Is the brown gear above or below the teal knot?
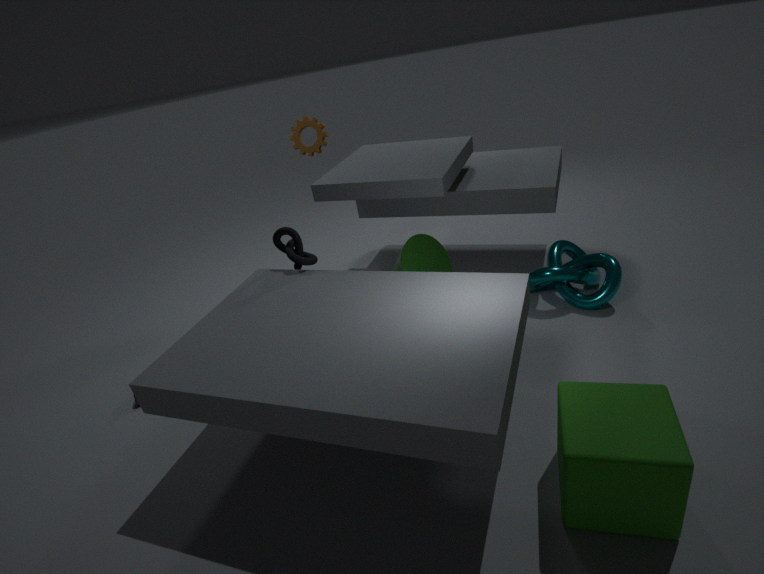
above
